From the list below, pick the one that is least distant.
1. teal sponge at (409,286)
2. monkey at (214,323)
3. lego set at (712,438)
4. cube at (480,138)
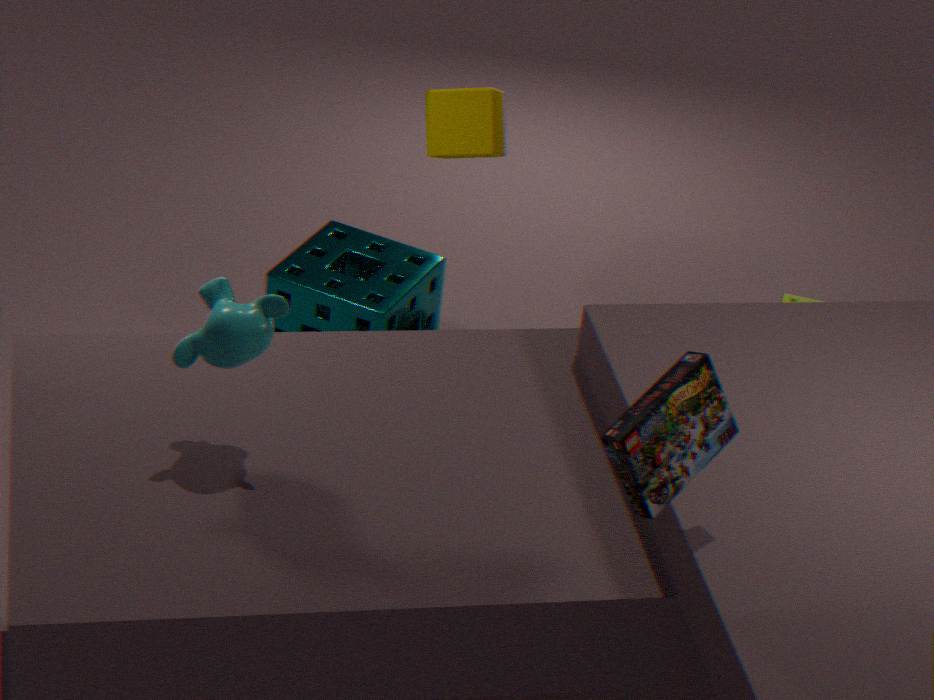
lego set at (712,438)
